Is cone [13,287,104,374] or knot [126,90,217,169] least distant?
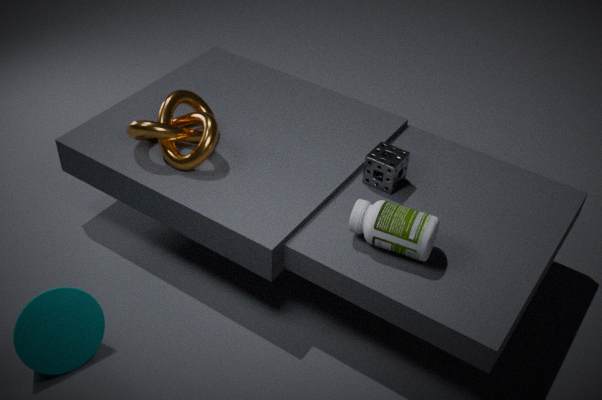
cone [13,287,104,374]
